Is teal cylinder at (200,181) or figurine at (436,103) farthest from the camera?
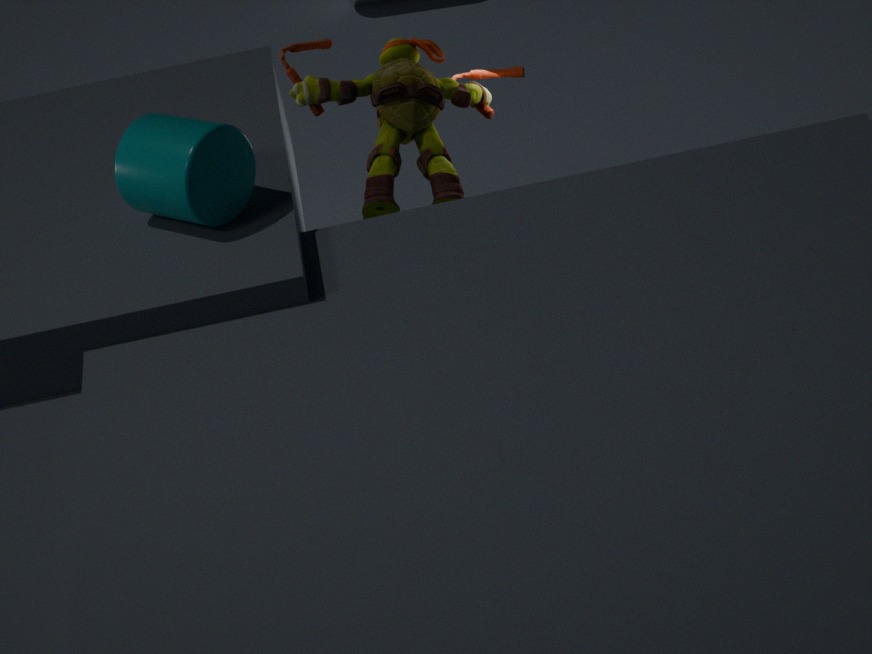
figurine at (436,103)
